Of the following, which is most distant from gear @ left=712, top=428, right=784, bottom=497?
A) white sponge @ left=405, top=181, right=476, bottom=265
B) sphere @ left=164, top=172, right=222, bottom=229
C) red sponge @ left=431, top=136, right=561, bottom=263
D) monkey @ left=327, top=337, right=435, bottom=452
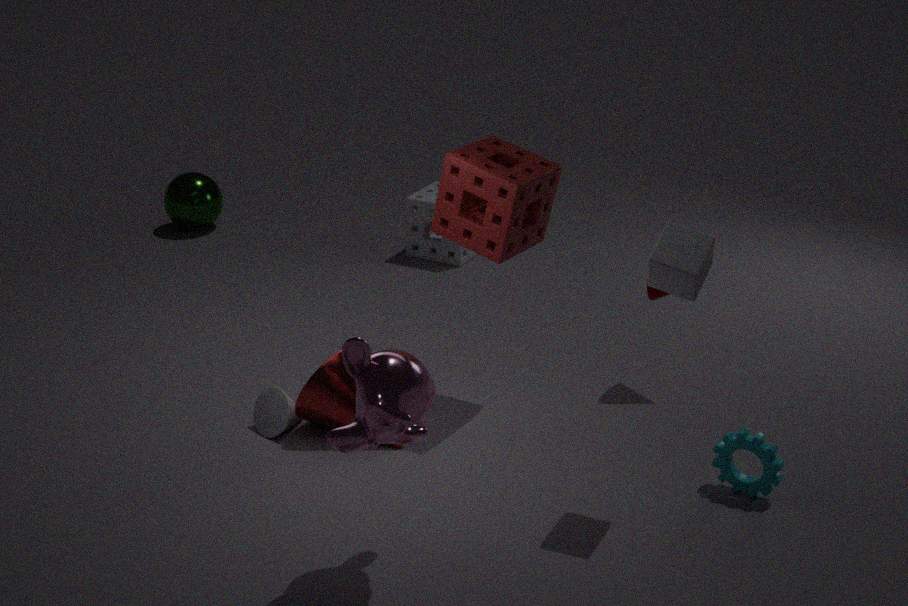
sphere @ left=164, top=172, right=222, bottom=229
